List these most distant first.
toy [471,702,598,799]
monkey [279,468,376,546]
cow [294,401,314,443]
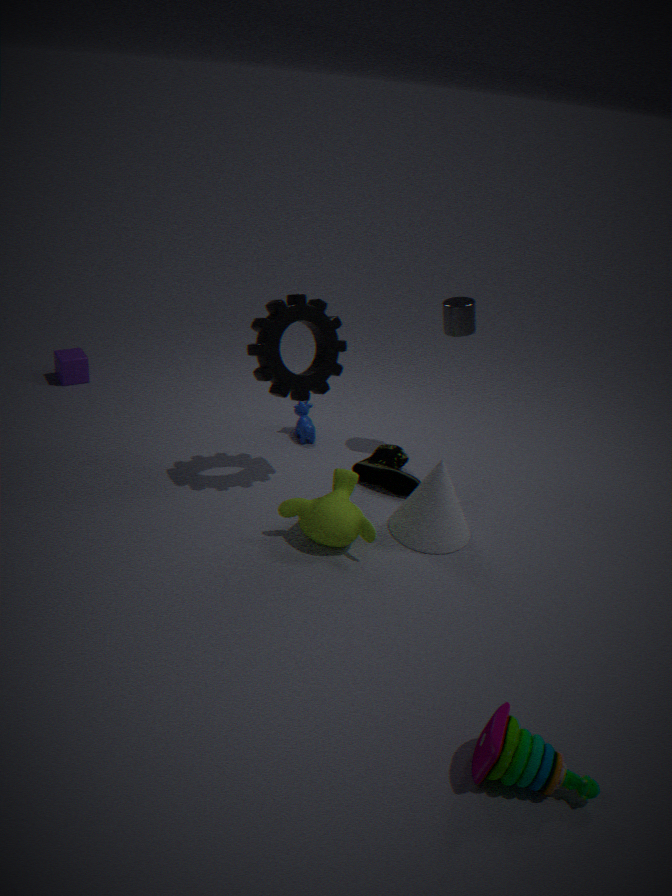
cow [294,401,314,443] < monkey [279,468,376,546] < toy [471,702,598,799]
